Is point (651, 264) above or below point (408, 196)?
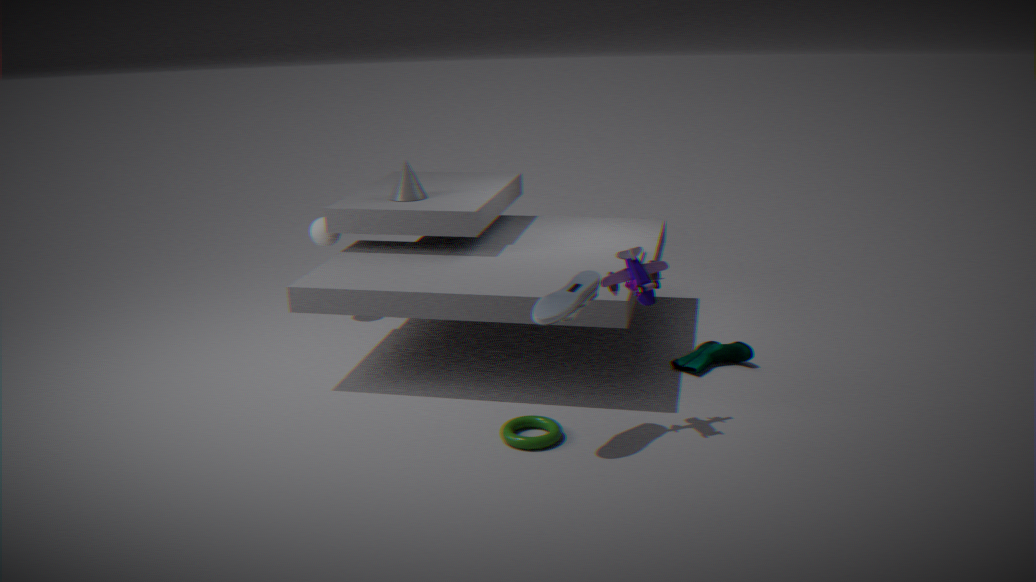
below
